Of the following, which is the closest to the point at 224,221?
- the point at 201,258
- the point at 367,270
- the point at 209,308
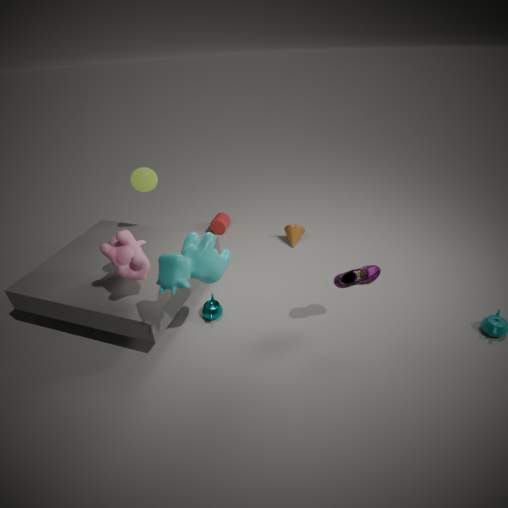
the point at 209,308
